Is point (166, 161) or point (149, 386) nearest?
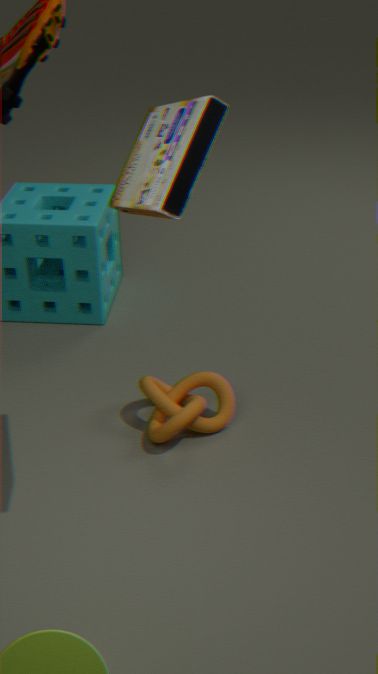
point (166, 161)
